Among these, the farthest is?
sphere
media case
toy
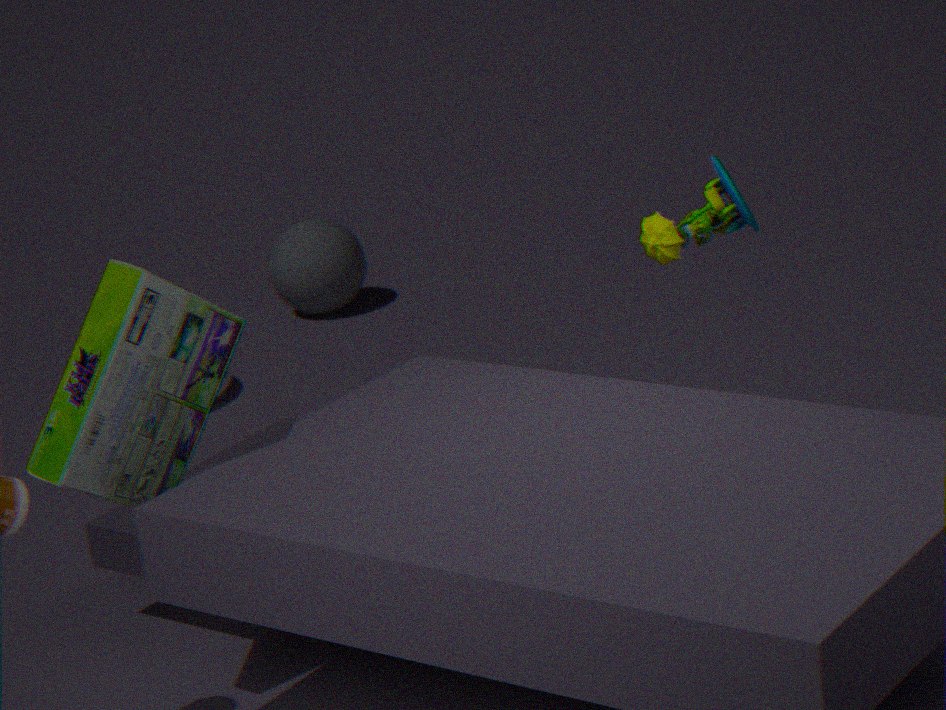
sphere
